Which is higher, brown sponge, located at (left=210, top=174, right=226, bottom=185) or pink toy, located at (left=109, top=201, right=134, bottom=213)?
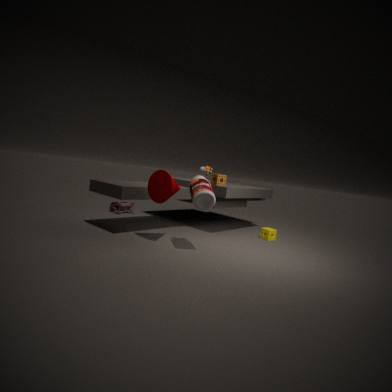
brown sponge, located at (left=210, top=174, right=226, bottom=185)
